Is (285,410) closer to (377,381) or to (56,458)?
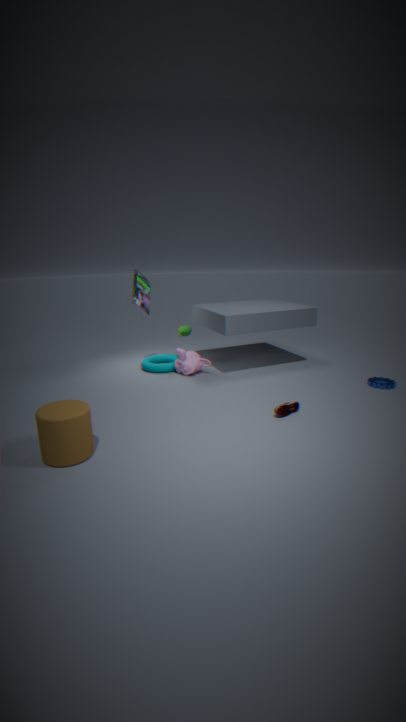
(377,381)
